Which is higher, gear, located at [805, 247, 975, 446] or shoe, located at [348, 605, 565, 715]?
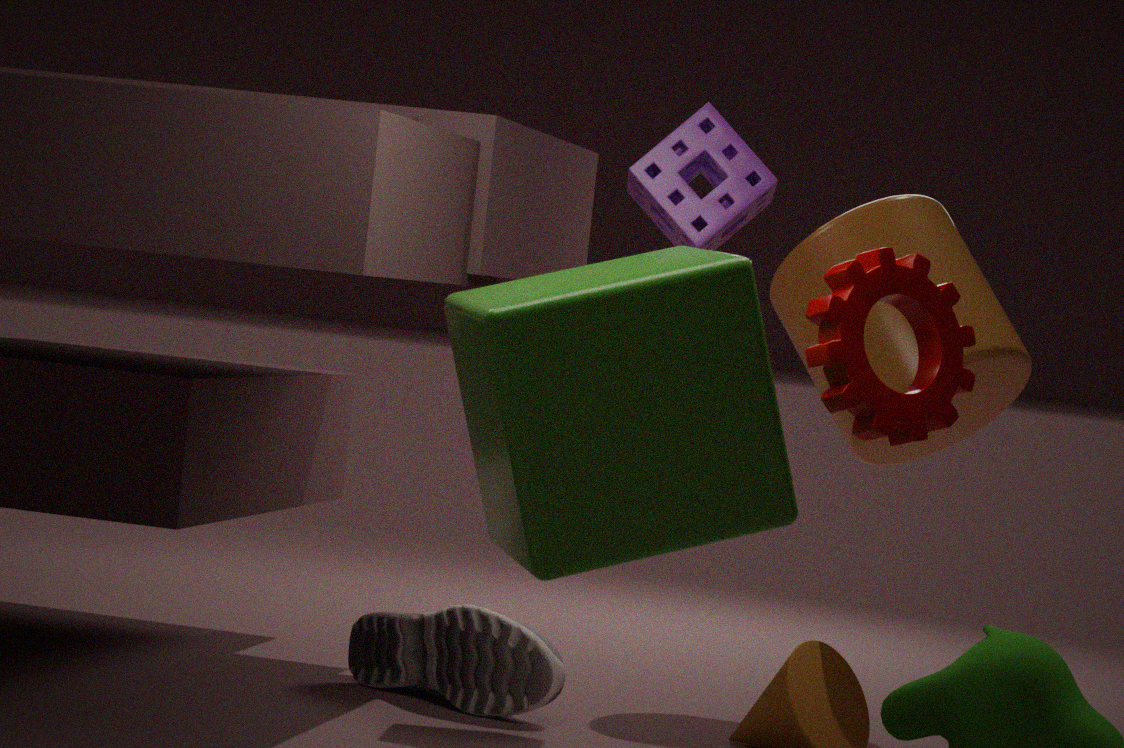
gear, located at [805, 247, 975, 446]
